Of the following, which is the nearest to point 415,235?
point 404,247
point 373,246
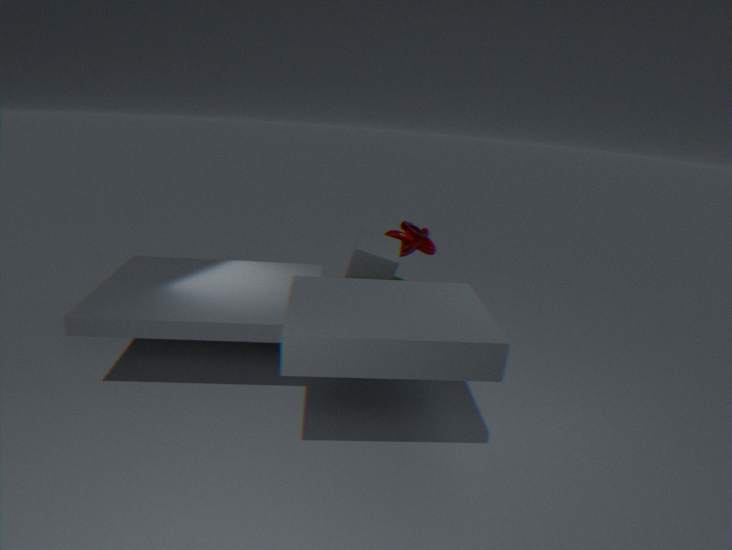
point 404,247
